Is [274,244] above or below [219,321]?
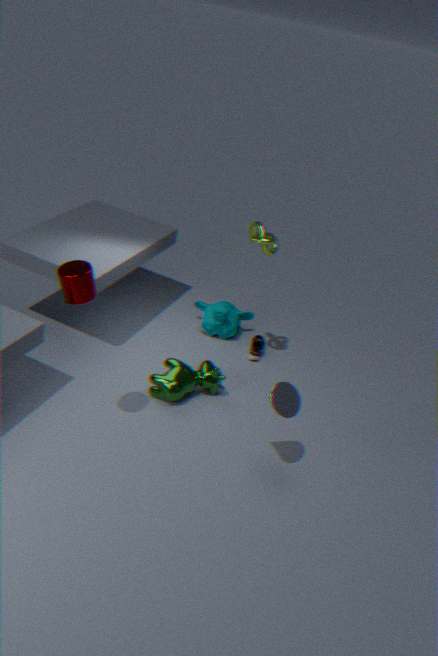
above
